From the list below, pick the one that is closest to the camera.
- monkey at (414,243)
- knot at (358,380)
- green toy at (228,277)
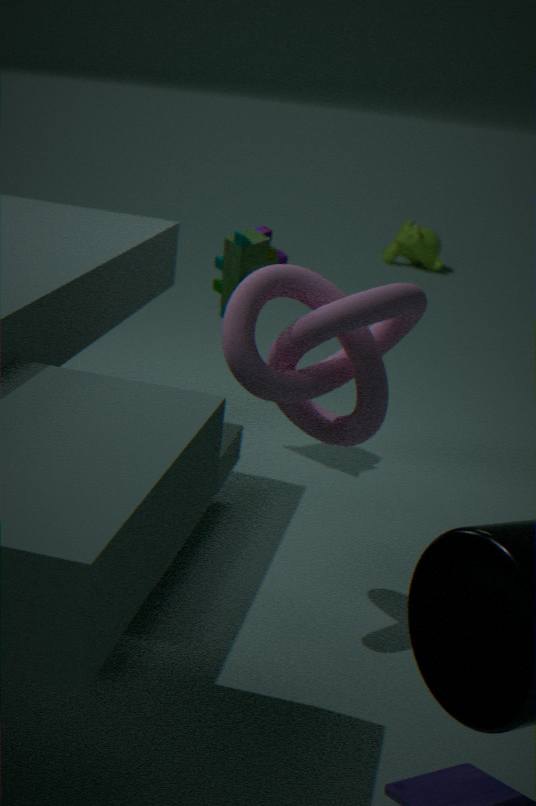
knot at (358,380)
